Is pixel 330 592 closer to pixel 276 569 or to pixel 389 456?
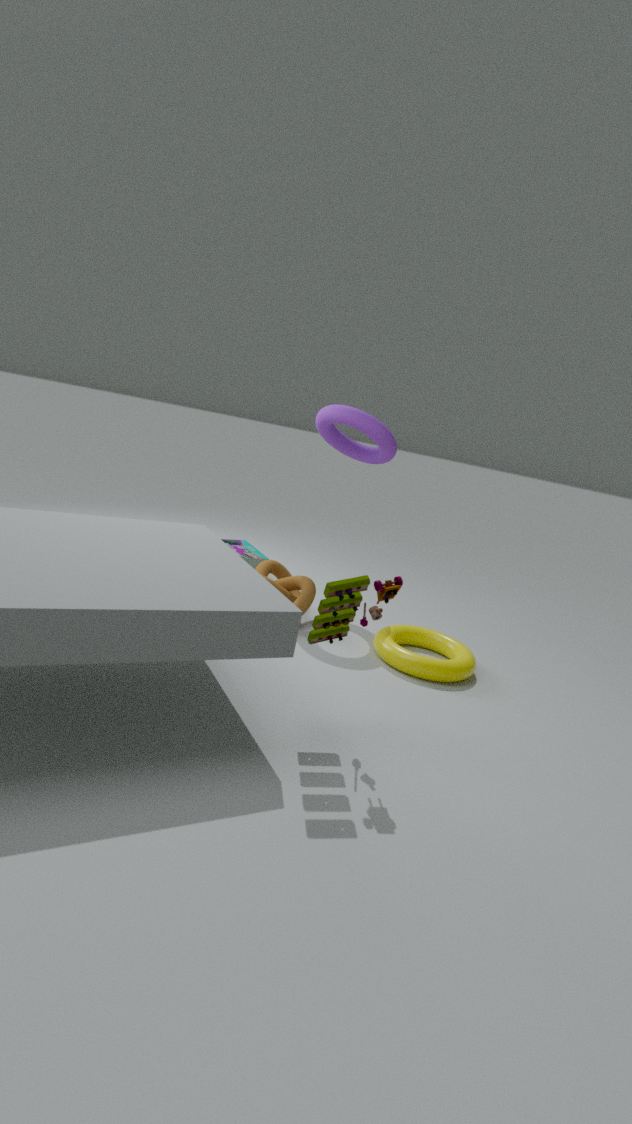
pixel 276 569
